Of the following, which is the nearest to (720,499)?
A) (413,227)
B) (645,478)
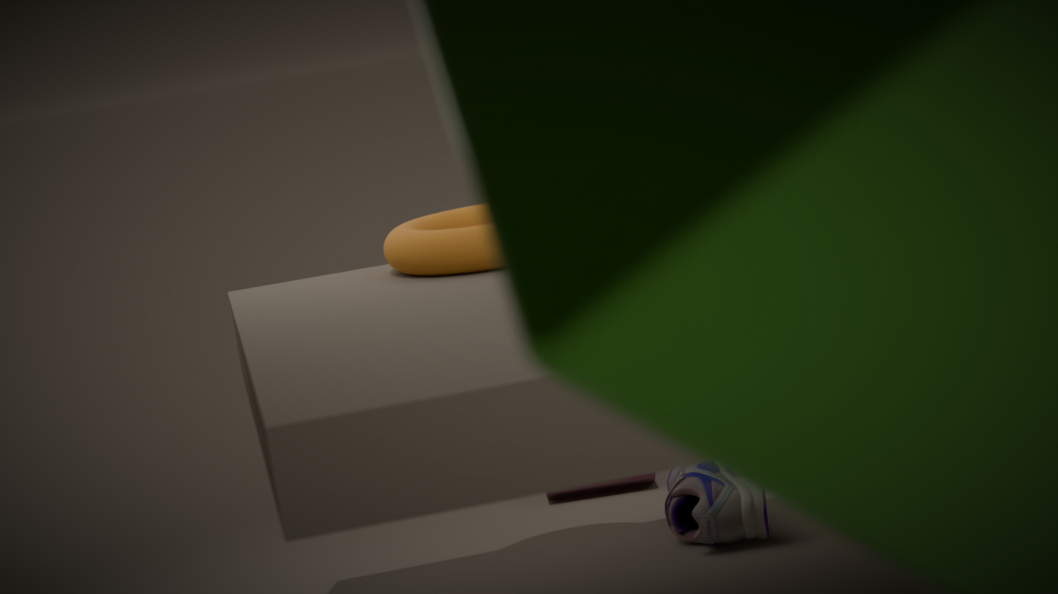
(645,478)
